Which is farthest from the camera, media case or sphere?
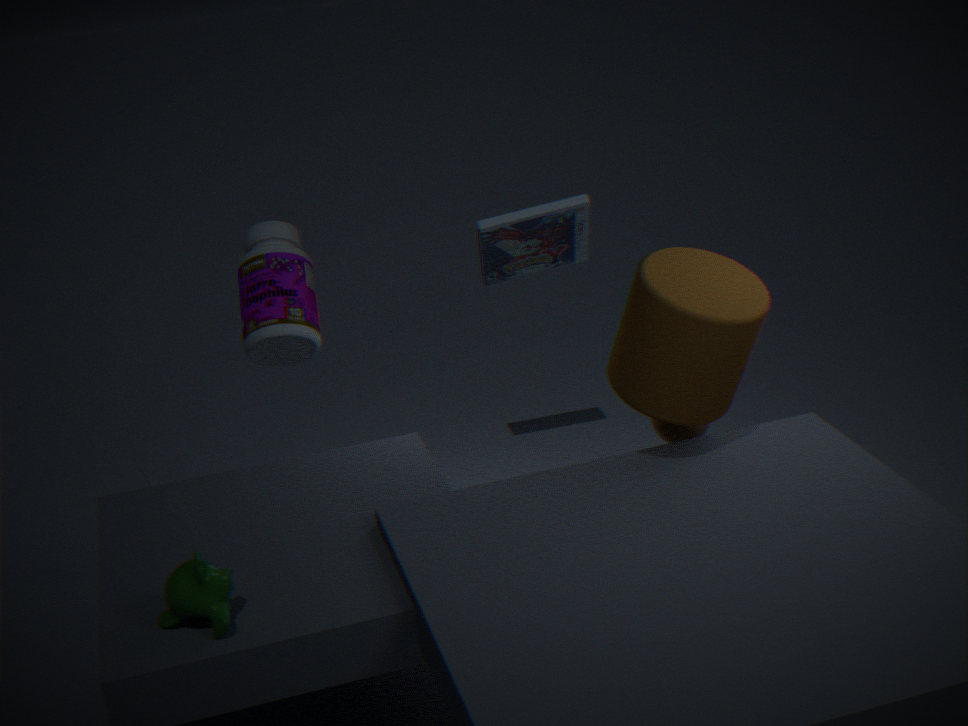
media case
